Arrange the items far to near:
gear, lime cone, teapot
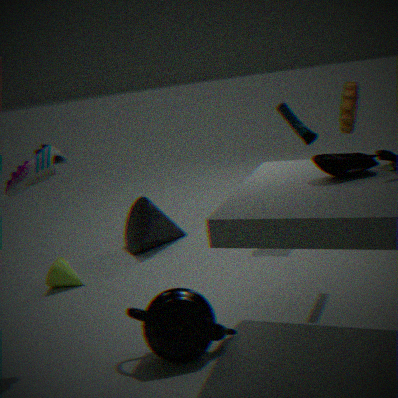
lime cone → gear → teapot
